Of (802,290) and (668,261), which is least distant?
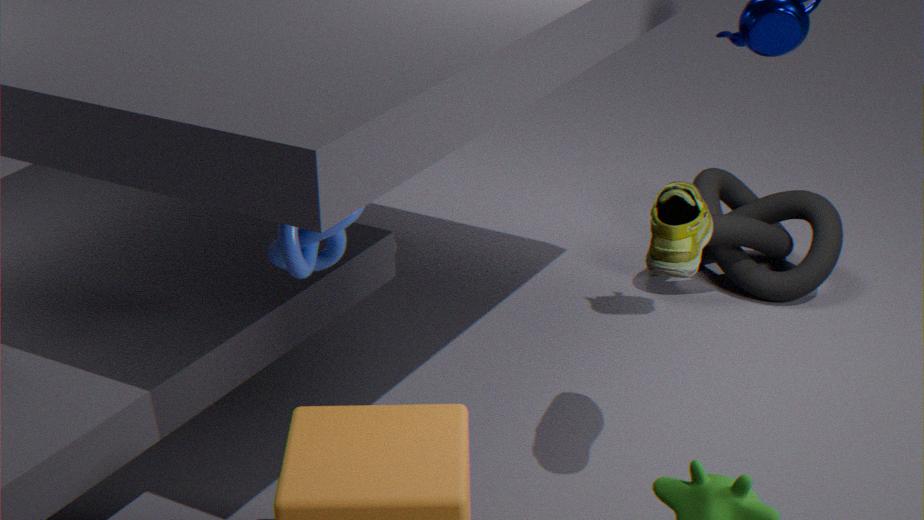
(668,261)
